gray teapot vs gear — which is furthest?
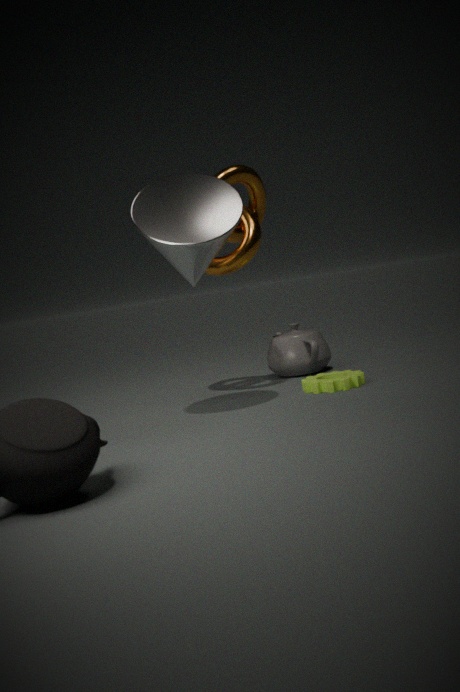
gray teapot
